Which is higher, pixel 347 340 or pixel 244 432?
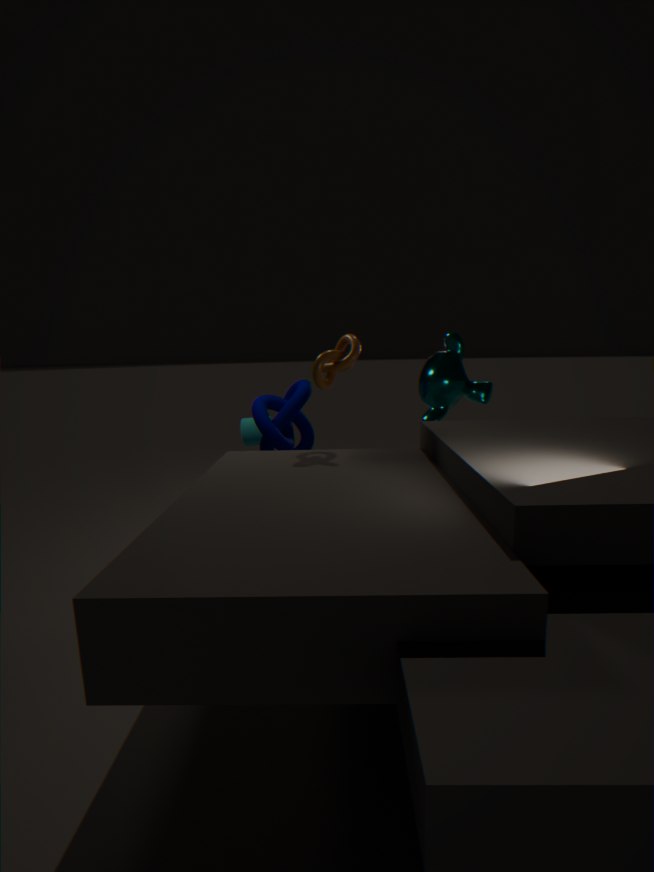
pixel 347 340
